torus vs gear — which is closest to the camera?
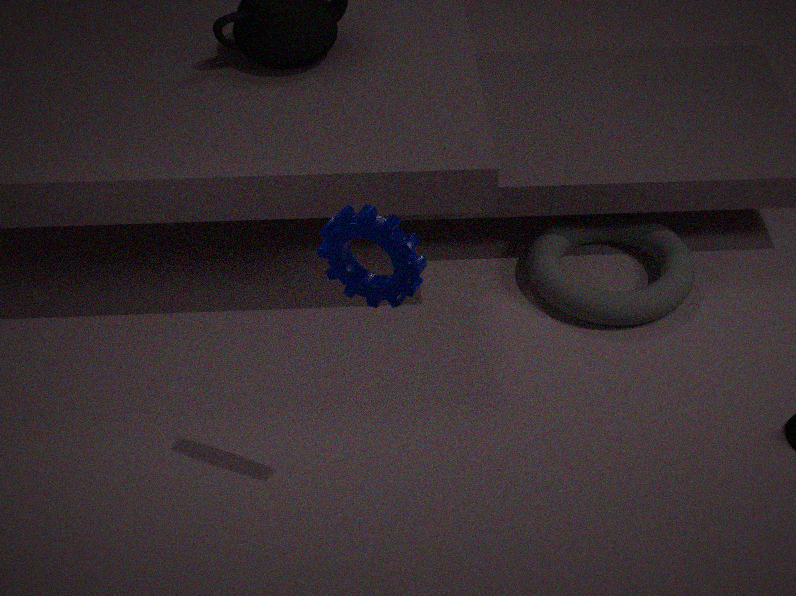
gear
